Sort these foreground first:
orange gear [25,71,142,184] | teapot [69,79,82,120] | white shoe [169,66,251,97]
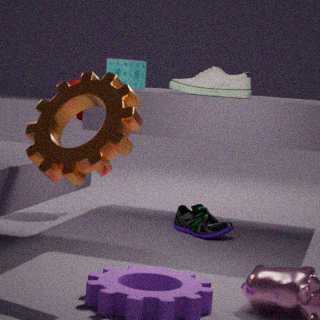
orange gear [25,71,142,184] < white shoe [169,66,251,97] < teapot [69,79,82,120]
